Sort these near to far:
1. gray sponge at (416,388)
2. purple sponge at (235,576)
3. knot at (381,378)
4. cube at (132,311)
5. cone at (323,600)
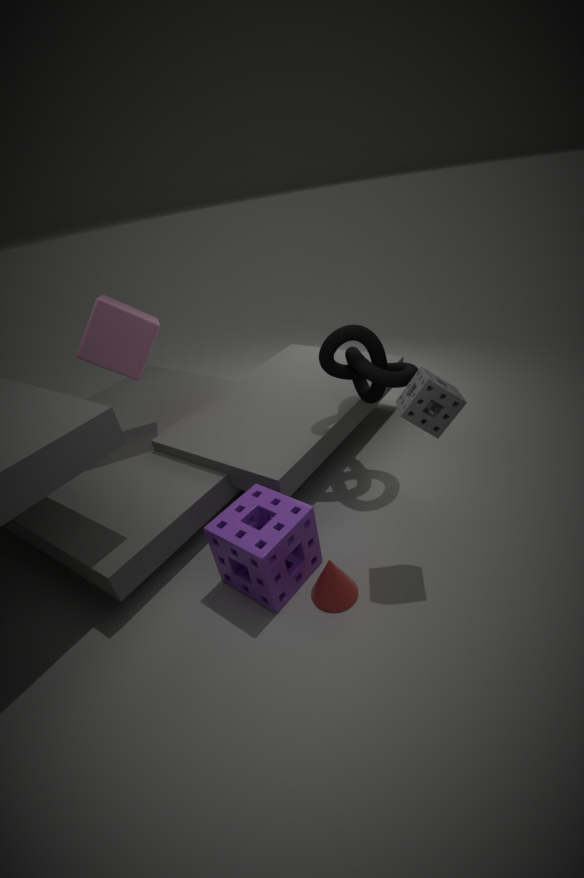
gray sponge at (416,388) < purple sponge at (235,576) < cone at (323,600) < knot at (381,378) < cube at (132,311)
